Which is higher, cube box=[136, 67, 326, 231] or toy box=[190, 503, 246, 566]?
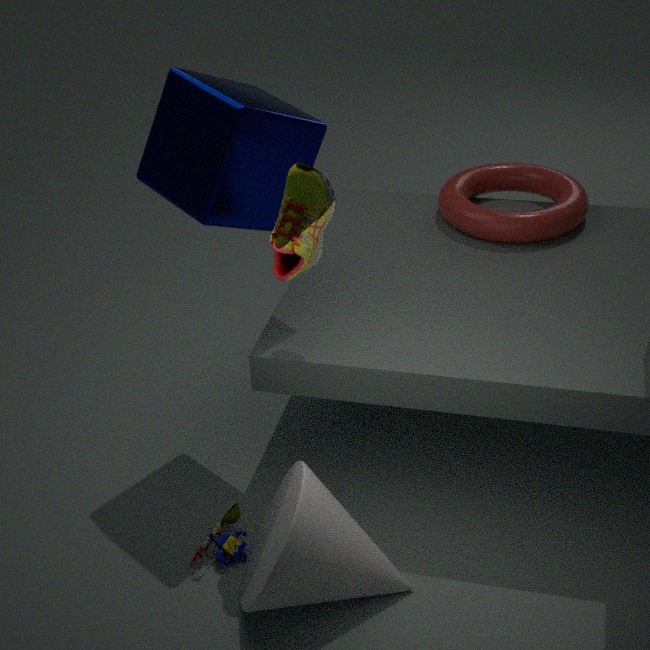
cube box=[136, 67, 326, 231]
